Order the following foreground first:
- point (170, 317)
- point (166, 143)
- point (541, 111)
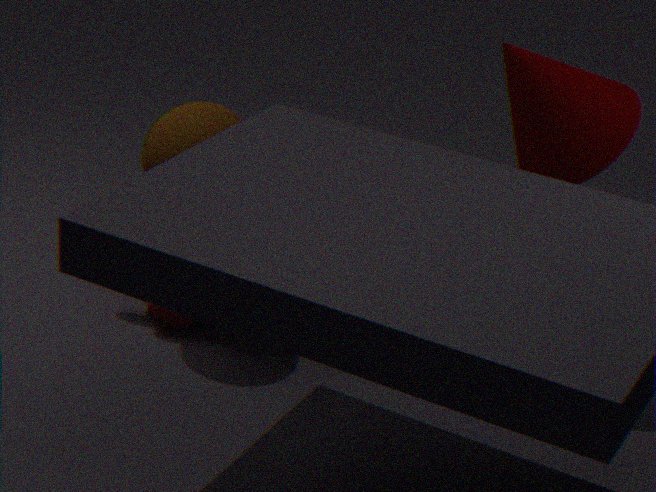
point (541, 111) → point (166, 143) → point (170, 317)
